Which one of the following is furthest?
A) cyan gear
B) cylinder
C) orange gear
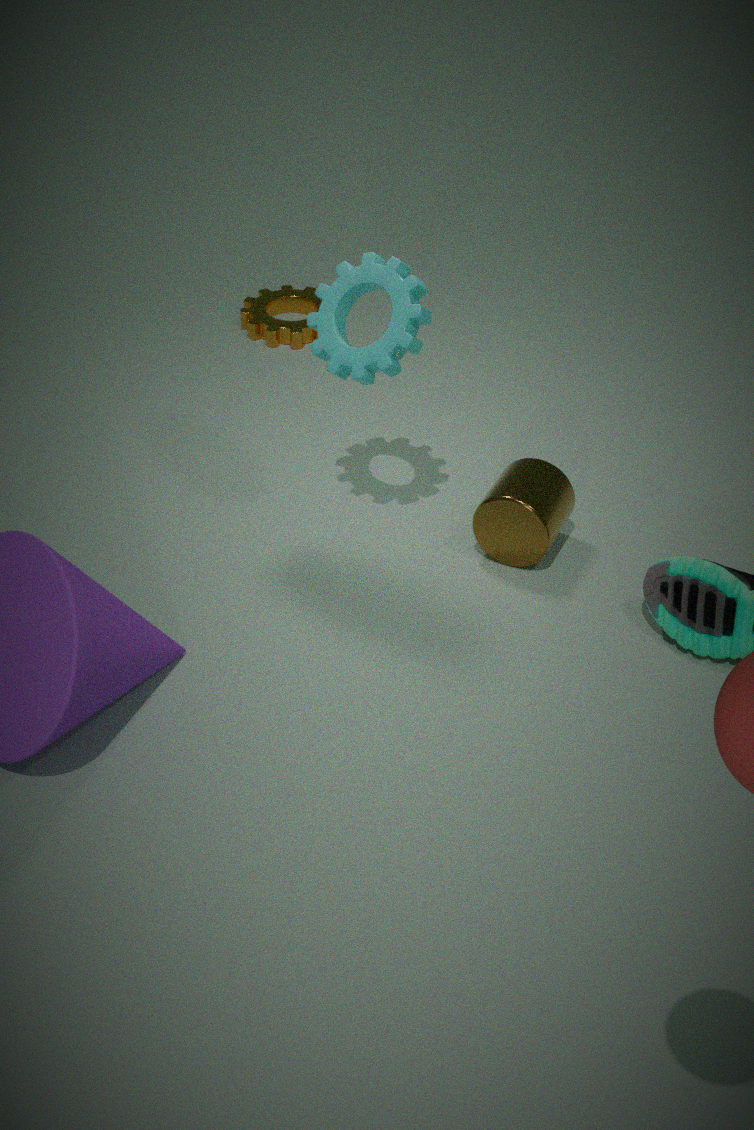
orange gear
